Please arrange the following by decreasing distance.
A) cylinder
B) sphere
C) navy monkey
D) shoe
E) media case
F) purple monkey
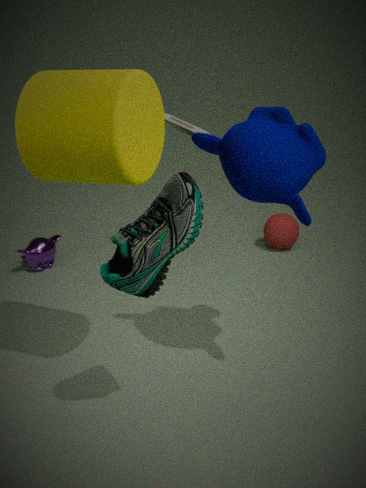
1. sphere
2. purple monkey
3. media case
4. navy monkey
5. cylinder
6. shoe
